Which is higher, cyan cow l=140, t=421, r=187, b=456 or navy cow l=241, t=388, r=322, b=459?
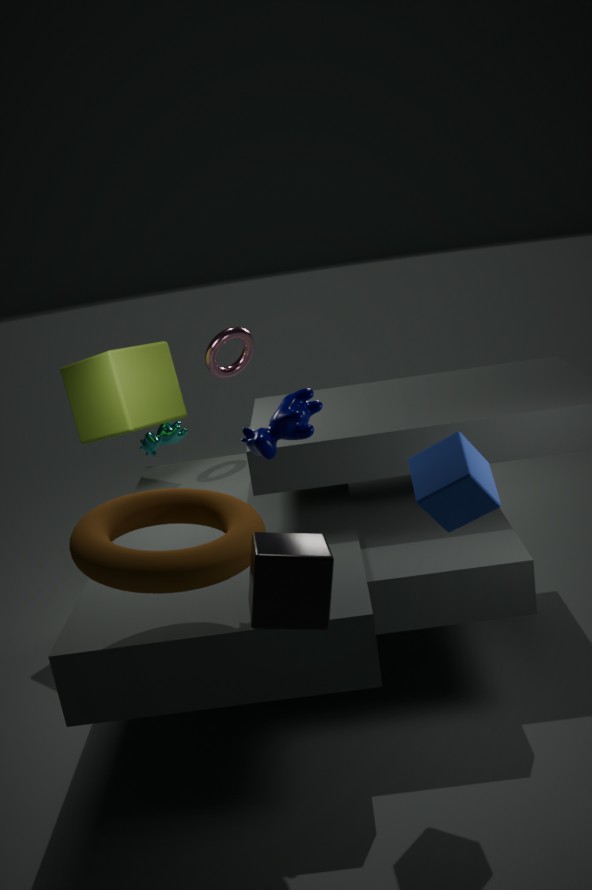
navy cow l=241, t=388, r=322, b=459
